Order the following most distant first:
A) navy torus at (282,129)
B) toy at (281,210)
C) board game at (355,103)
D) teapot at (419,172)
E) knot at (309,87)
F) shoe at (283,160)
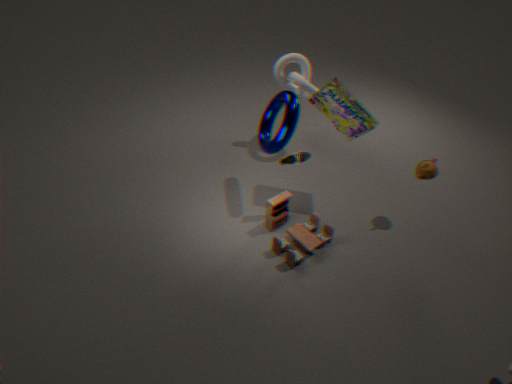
knot at (309,87), teapot at (419,172), shoe at (283,160), board game at (355,103), toy at (281,210), navy torus at (282,129)
